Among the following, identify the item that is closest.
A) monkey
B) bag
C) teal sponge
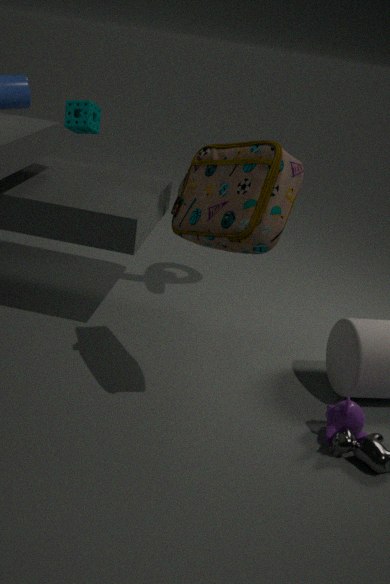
bag
